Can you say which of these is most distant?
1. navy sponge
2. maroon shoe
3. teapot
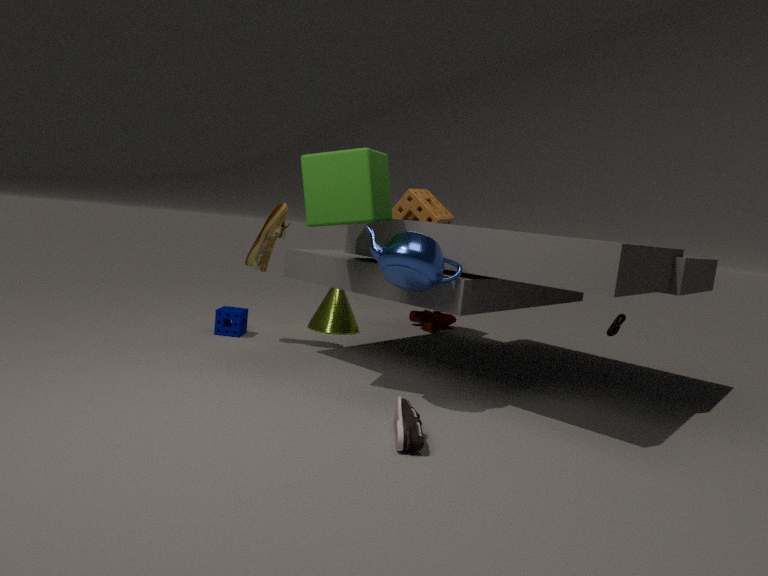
maroon shoe
